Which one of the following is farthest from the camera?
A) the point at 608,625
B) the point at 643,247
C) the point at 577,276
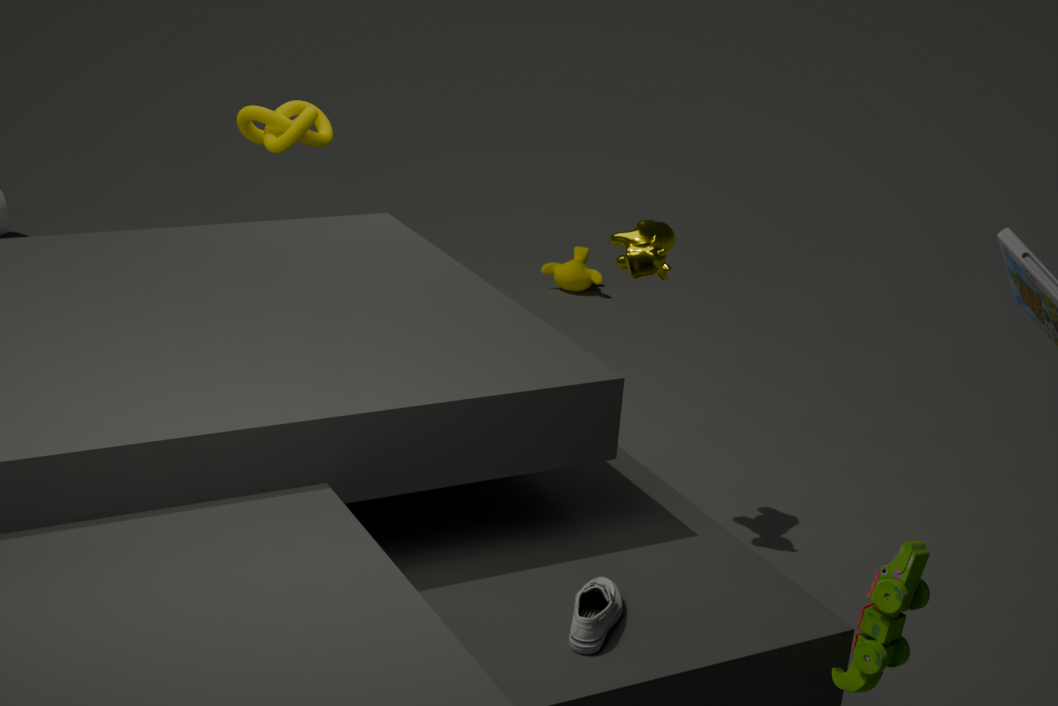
the point at 577,276
